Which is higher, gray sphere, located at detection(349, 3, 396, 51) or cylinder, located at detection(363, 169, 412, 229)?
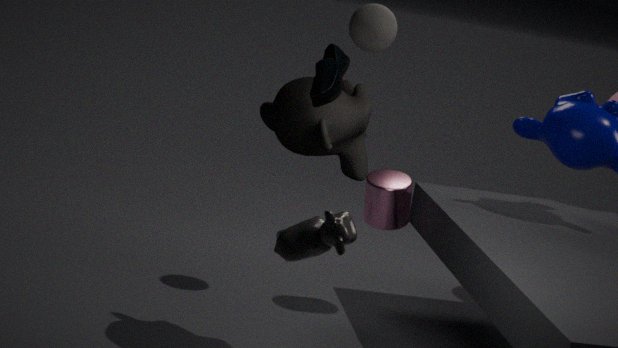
gray sphere, located at detection(349, 3, 396, 51)
